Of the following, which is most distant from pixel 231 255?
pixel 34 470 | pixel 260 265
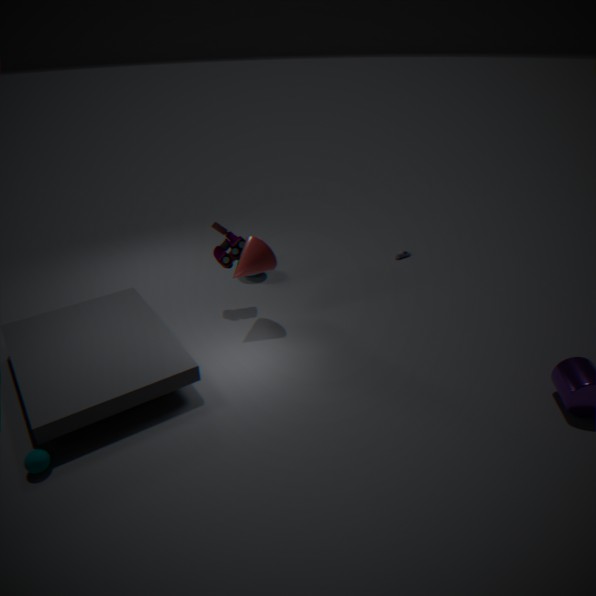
pixel 34 470
